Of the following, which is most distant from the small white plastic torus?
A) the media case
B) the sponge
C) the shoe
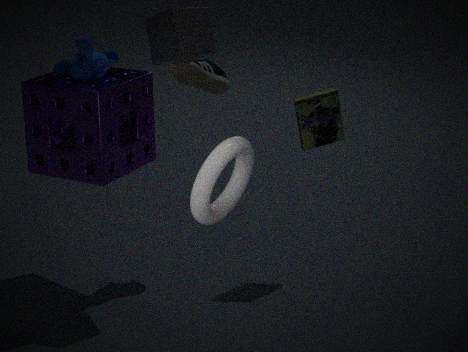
the media case
